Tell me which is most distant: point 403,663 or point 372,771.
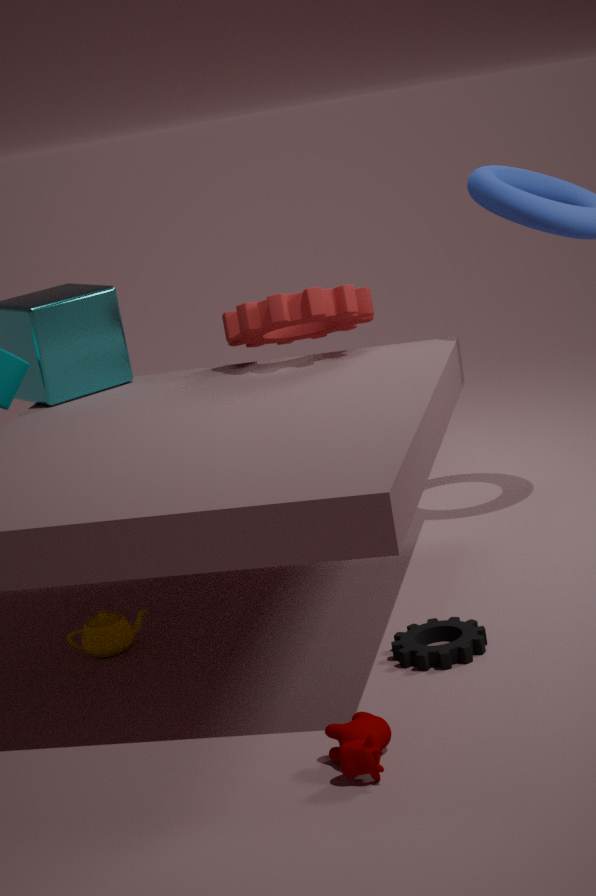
point 403,663
